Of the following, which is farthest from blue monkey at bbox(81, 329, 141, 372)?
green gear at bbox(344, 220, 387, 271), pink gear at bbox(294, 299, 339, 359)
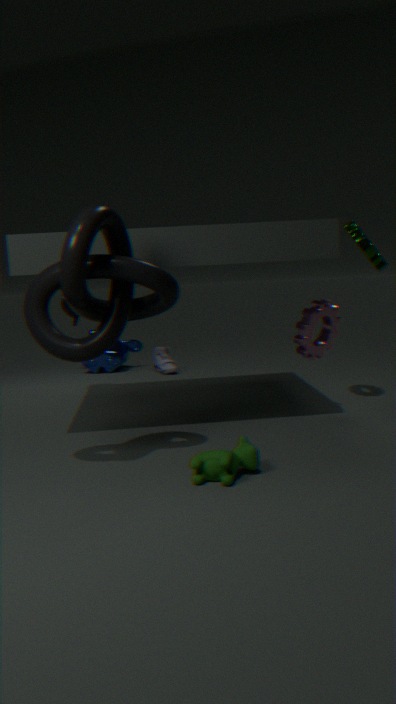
green gear at bbox(344, 220, 387, 271)
